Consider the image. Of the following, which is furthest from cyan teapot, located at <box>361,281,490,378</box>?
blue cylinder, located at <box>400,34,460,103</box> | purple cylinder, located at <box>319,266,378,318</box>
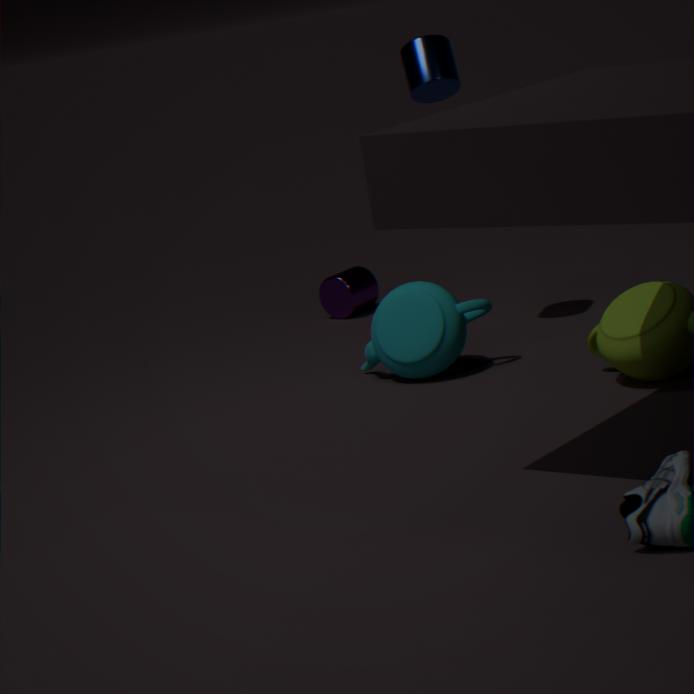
purple cylinder, located at <box>319,266,378,318</box>
